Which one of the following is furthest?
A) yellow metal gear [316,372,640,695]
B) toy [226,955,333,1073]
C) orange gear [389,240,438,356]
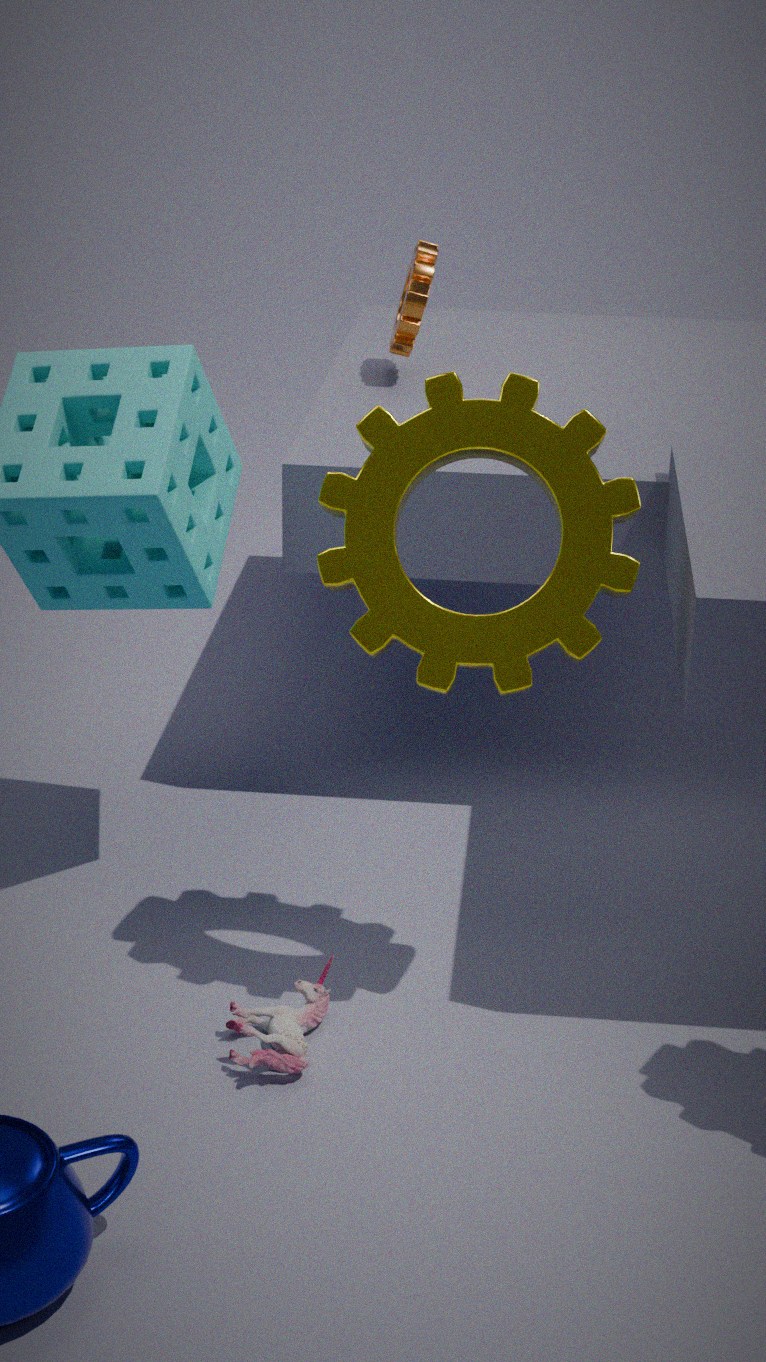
orange gear [389,240,438,356]
